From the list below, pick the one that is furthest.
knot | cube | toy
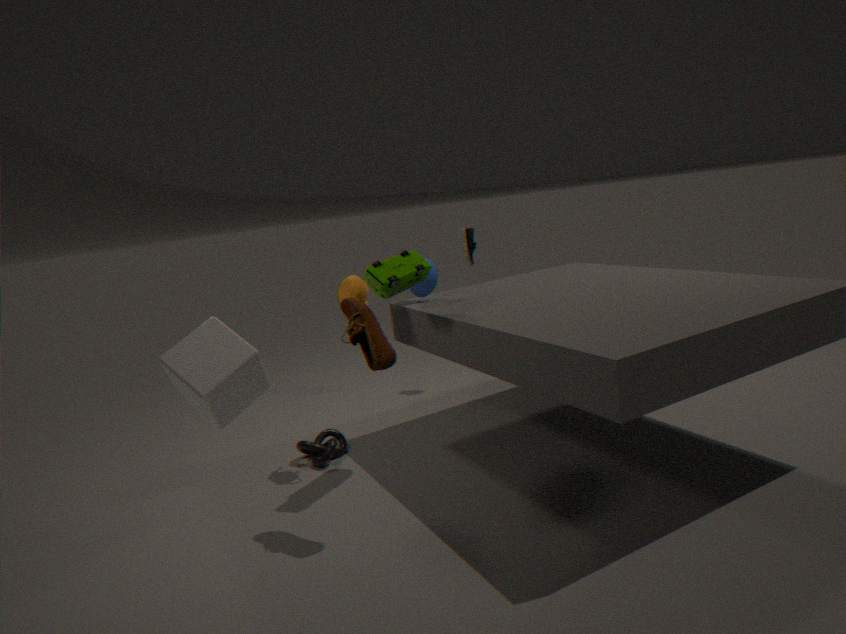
knot
